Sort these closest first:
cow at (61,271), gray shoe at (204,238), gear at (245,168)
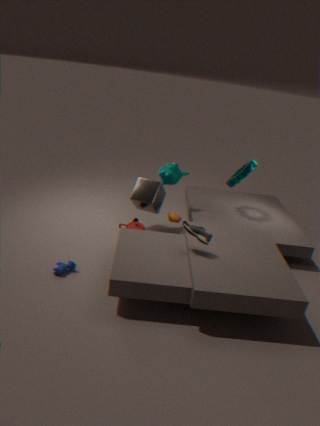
gray shoe at (204,238)
cow at (61,271)
gear at (245,168)
